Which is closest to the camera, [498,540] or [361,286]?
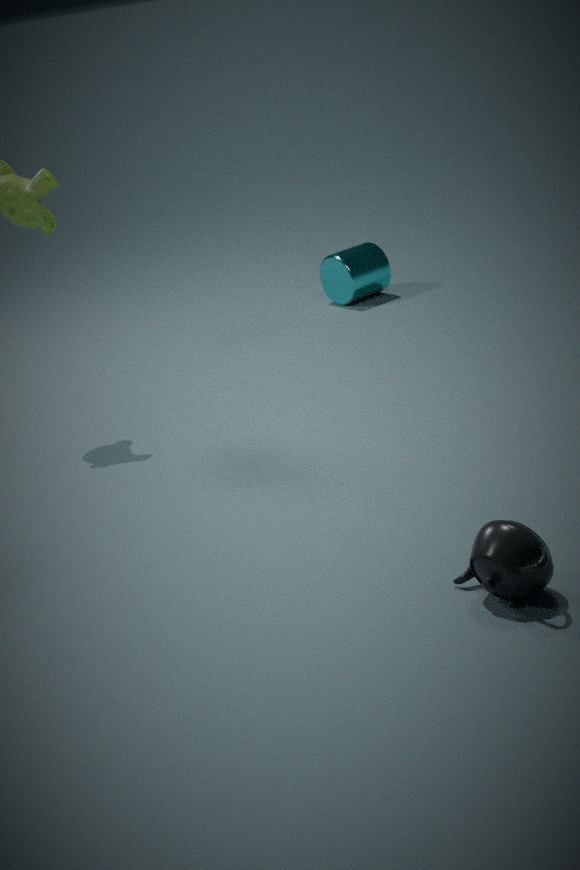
[498,540]
